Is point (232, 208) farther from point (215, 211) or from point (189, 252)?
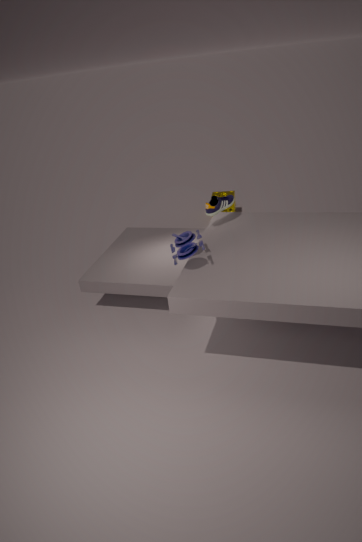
point (189, 252)
